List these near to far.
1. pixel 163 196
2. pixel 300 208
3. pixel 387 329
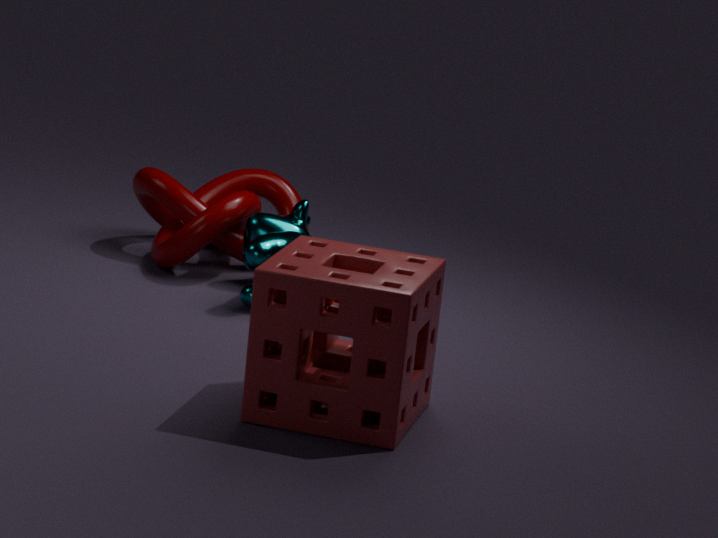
pixel 387 329 < pixel 300 208 < pixel 163 196
